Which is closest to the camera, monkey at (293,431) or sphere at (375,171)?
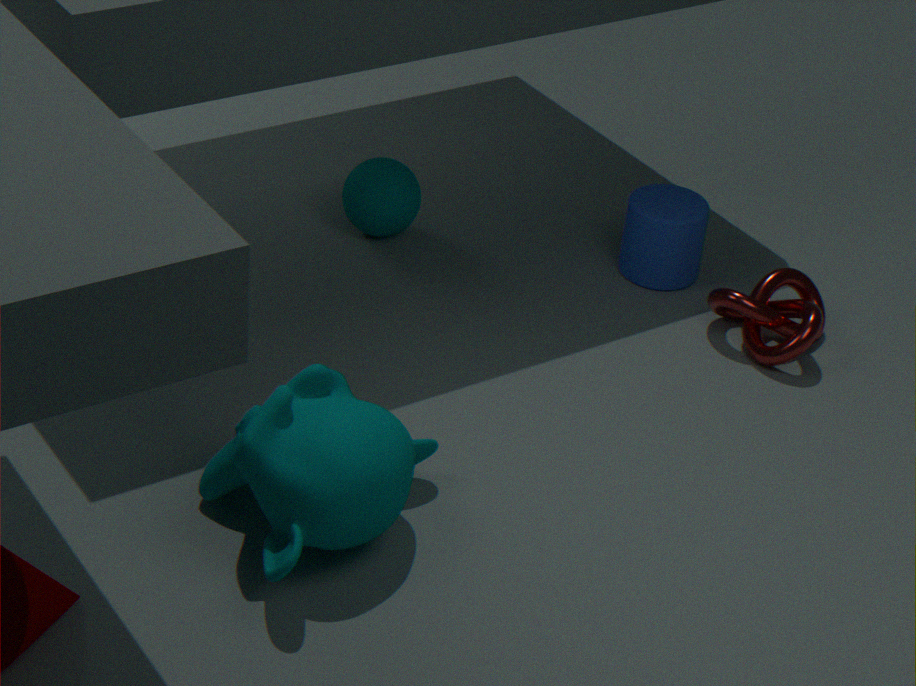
monkey at (293,431)
